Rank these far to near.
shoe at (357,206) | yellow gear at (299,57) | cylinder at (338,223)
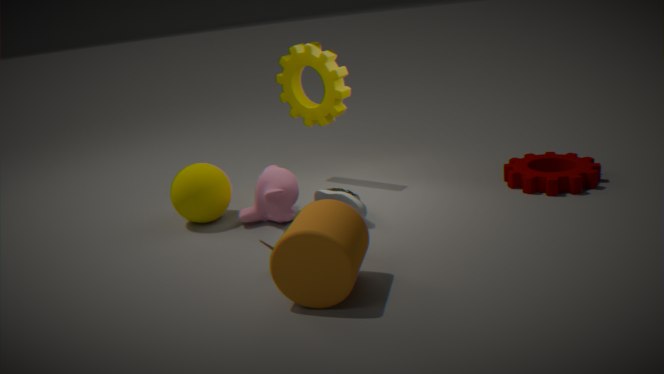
yellow gear at (299,57) < shoe at (357,206) < cylinder at (338,223)
